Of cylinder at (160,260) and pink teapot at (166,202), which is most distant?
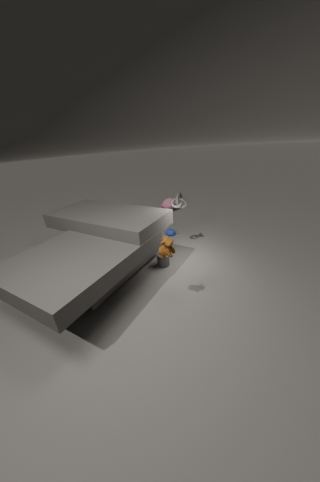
pink teapot at (166,202)
